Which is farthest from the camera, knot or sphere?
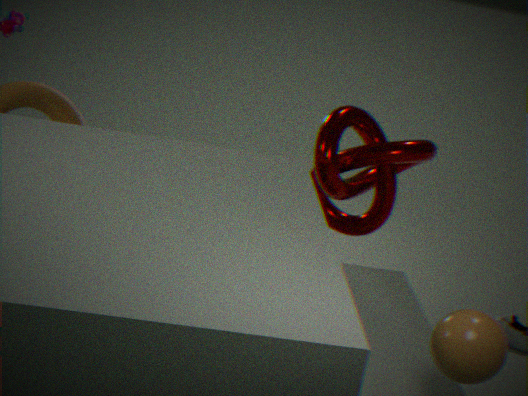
knot
